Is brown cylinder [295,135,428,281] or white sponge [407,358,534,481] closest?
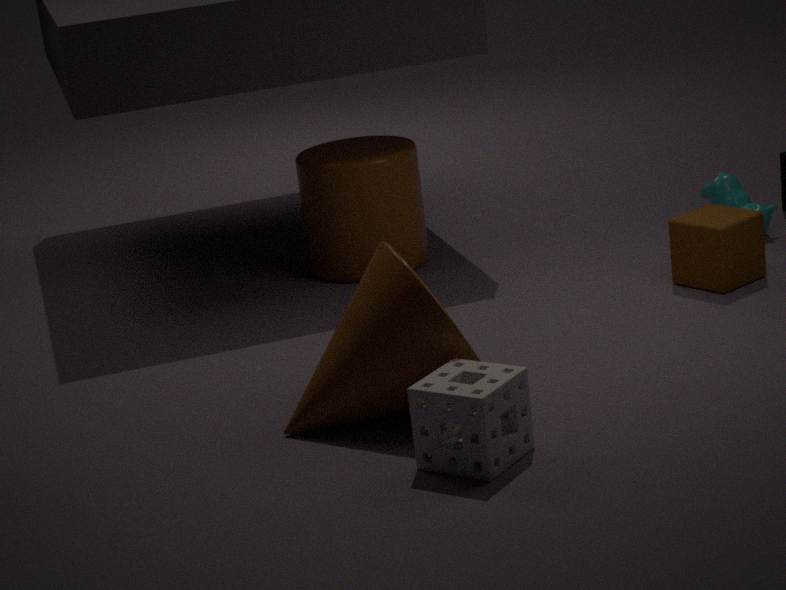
white sponge [407,358,534,481]
